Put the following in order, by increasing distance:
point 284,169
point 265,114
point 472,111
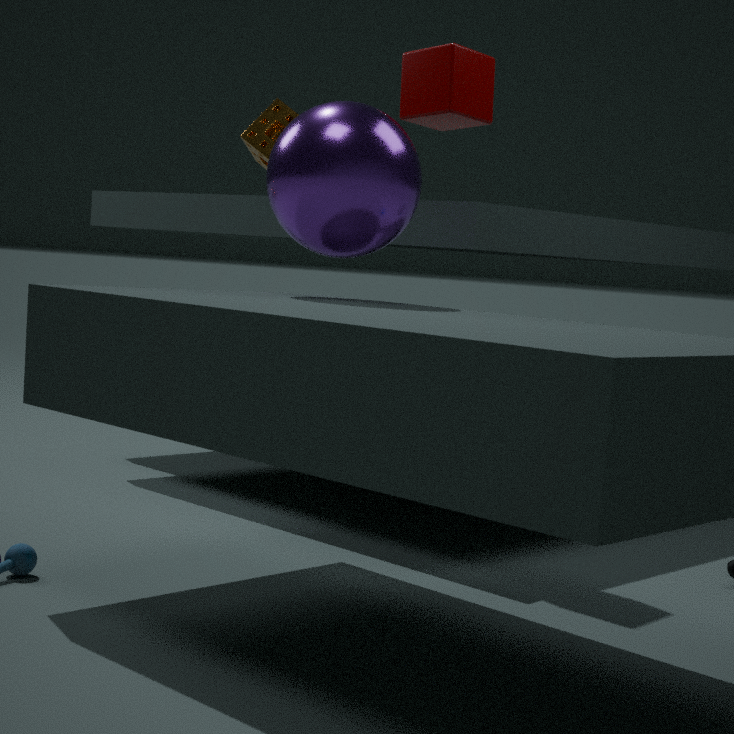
point 284,169 → point 472,111 → point 265,114
